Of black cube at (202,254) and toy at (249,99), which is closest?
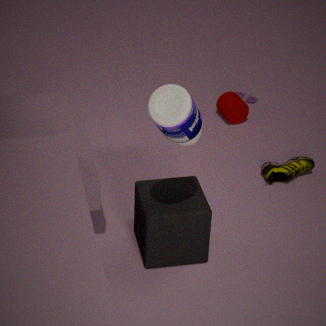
black cube at (202,254)
